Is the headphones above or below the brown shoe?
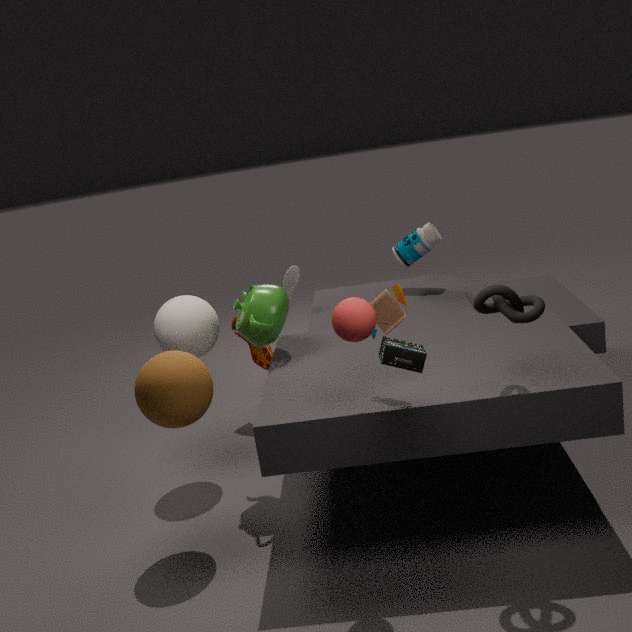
above
